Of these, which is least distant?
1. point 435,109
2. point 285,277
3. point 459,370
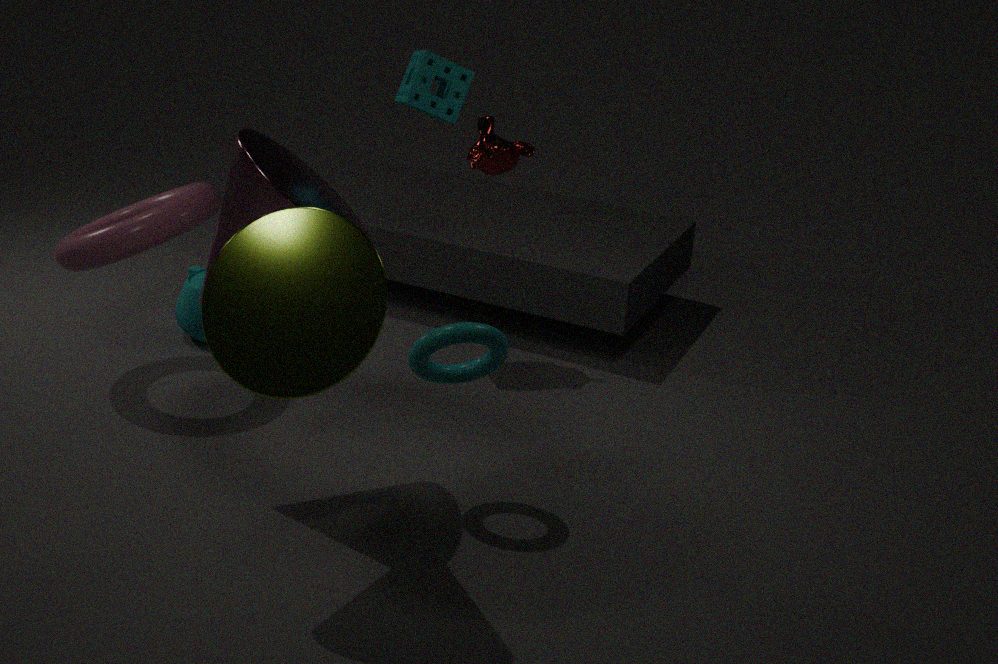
point 285,277
